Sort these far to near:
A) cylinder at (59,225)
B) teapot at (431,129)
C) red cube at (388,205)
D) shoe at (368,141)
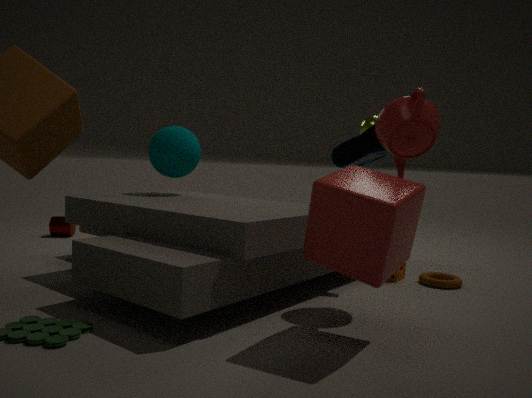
1. cylinder at (59,225)
2. shoe at (368,141)
3. teapot at (431,129)
4. red cube at (388,205)
